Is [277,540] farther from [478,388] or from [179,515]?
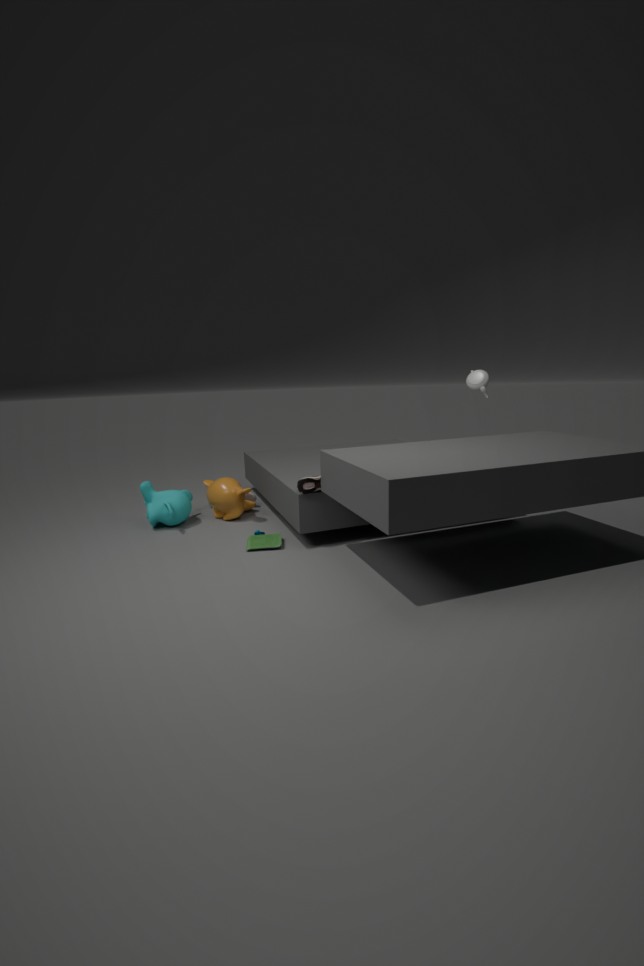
[478,388]
